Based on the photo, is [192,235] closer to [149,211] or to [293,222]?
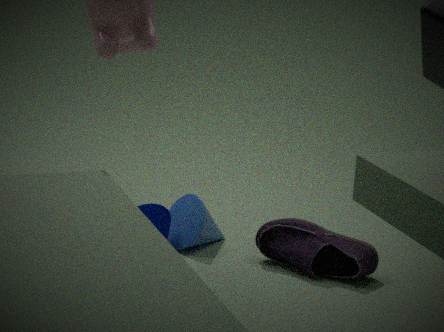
[149,211]
